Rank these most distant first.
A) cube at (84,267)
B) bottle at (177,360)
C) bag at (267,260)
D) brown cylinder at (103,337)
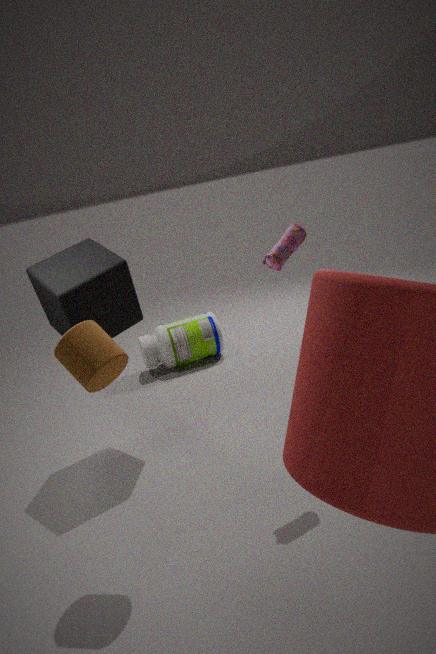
bottle at (177,360) < cube at (84,267) < bag at (267,260) < brown cylinder at (103,337)
